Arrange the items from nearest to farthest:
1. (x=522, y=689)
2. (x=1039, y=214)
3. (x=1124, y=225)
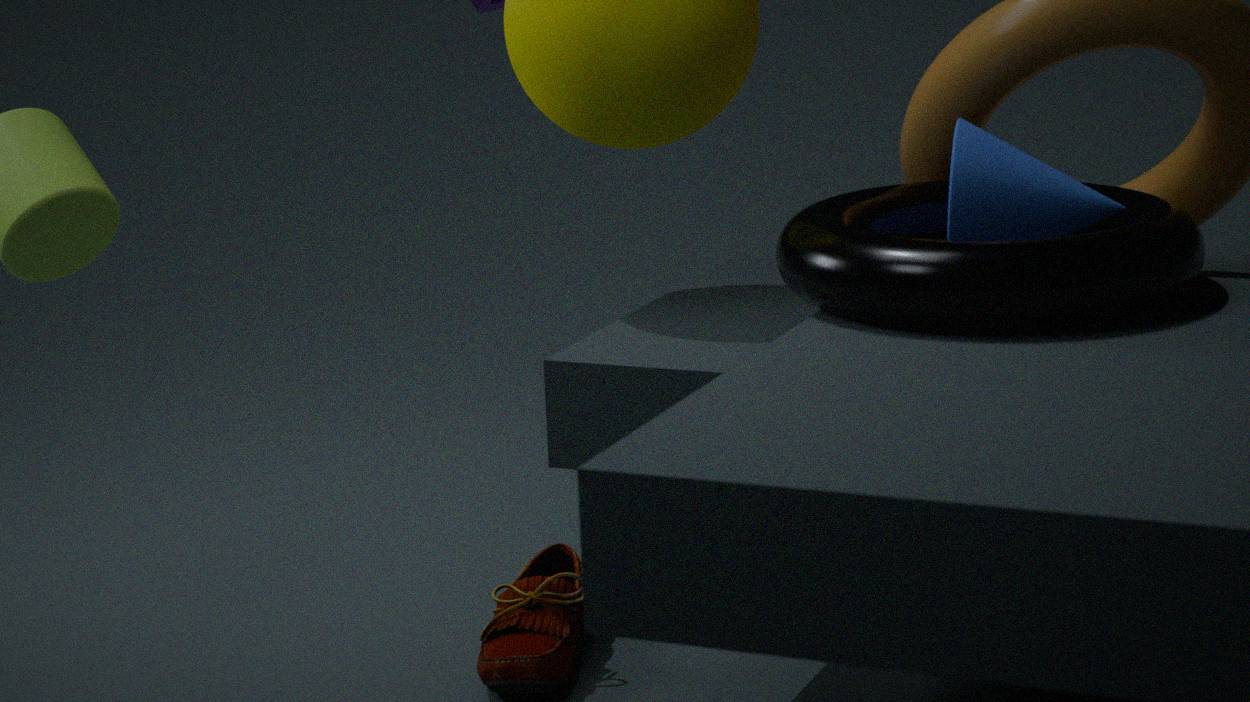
(x=1124, y=225) → (x=1039, y=214) → (x=522, y=689)
